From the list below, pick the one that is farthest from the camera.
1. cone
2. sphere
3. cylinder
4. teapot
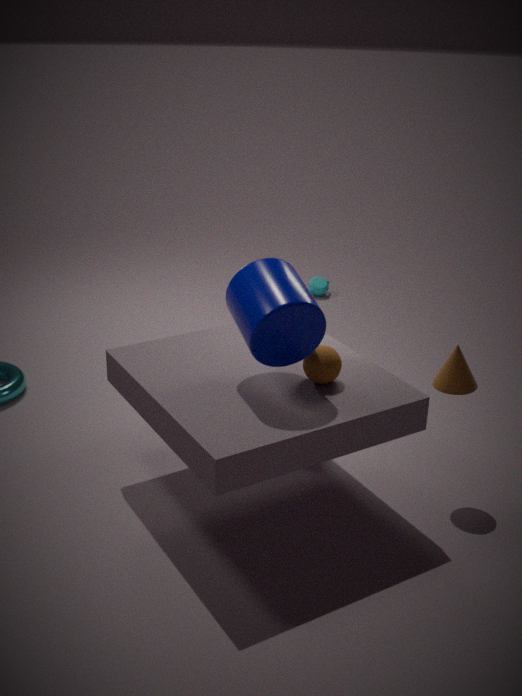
teapot
